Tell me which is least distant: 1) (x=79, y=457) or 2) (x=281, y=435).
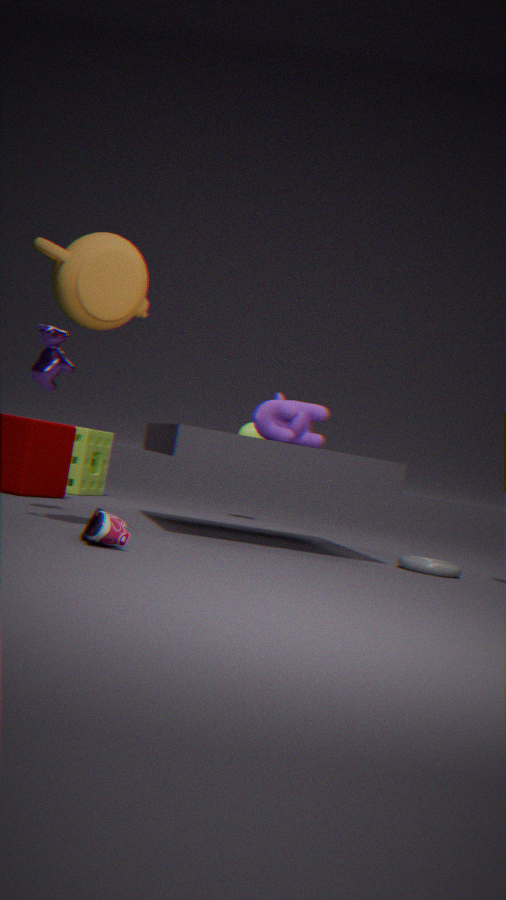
2. (x=281, y=435)
